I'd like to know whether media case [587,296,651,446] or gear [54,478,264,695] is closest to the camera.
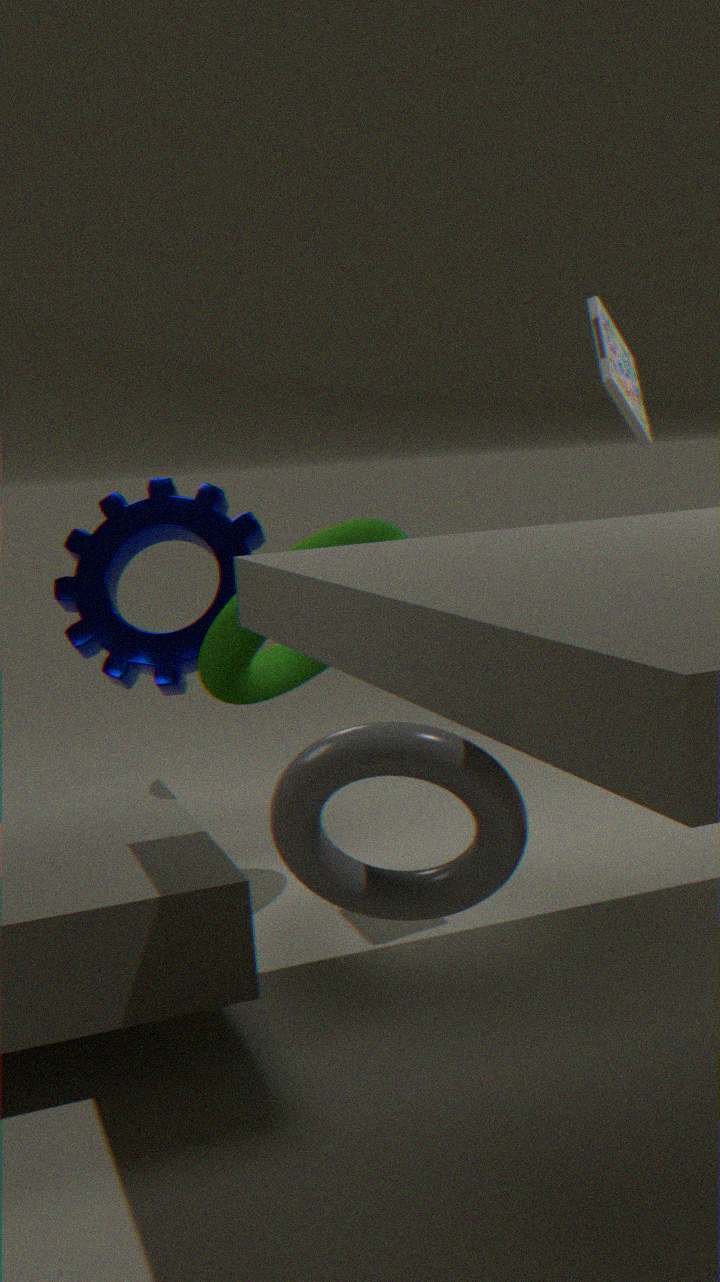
media case [587,296,651,446]
